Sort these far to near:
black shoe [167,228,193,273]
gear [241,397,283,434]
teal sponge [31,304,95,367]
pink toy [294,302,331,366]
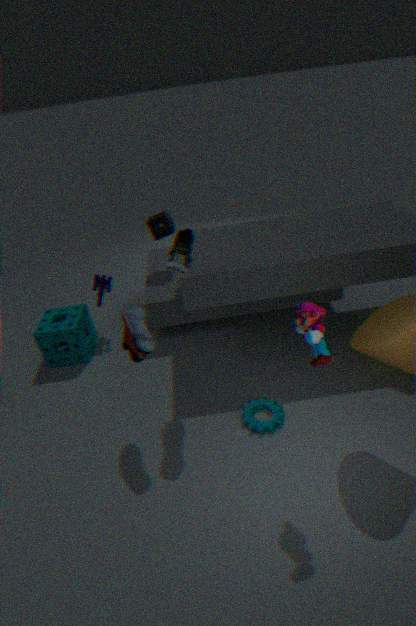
1. teal sponge [31,304,95,367]
2. gear [241,397,283,434]
3. black shoe [167,228,193,273]
4. pink toy [294,302,331,366]
